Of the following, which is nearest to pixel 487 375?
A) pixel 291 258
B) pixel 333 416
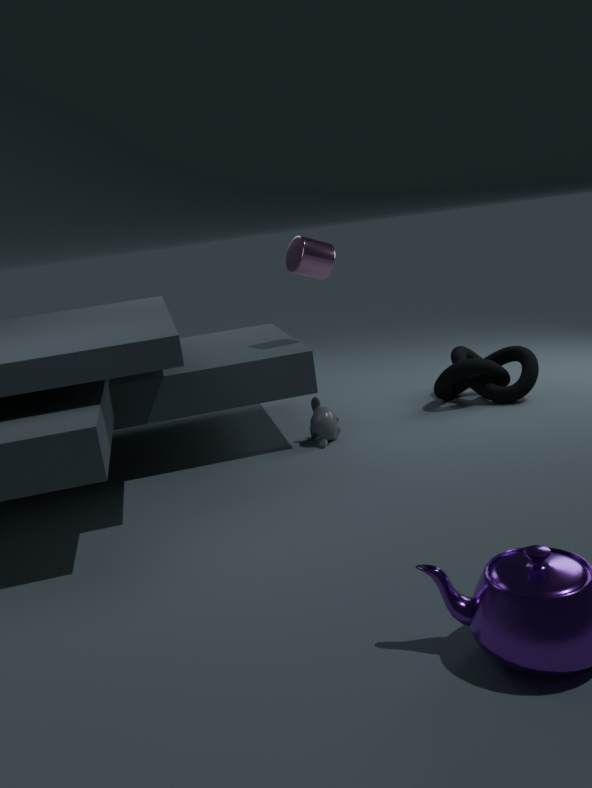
pixel 333 416
